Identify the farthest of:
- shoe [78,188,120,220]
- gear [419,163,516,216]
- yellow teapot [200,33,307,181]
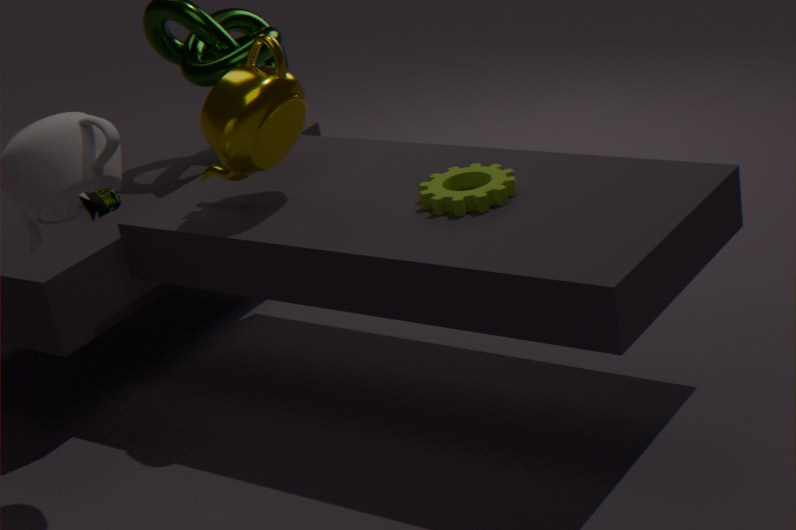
yellow teapot [200,33,307,181]
